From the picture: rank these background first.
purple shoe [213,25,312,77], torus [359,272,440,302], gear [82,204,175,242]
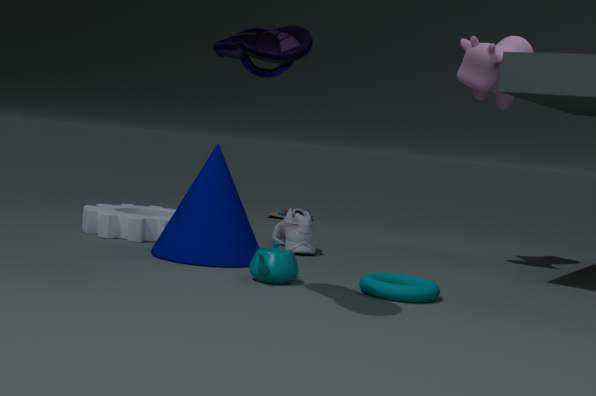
1. gear [82,204,175,242]
2. torus [359,272,440,302]
3. purple shoe [213,25,312,77]
